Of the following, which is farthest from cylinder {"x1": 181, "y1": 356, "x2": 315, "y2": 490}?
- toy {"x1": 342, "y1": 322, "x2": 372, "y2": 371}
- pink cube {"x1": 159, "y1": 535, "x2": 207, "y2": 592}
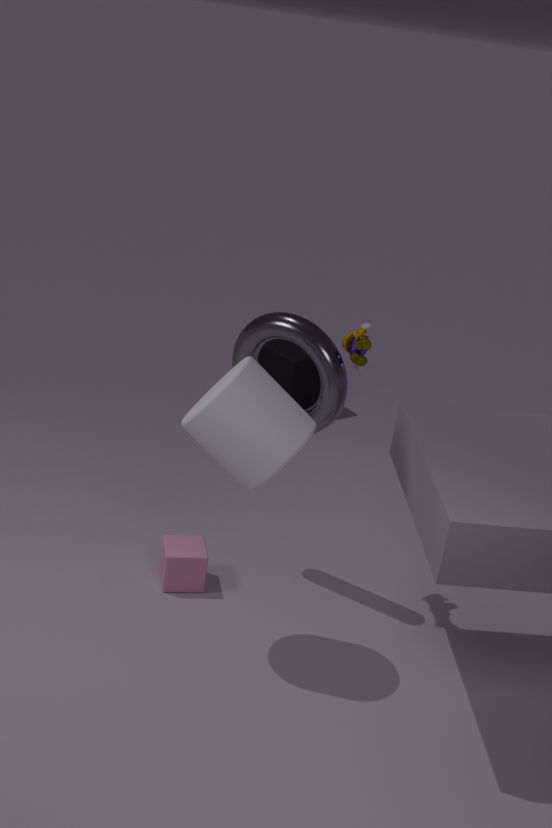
pink cube {"x1": 159, "y1": 535, "x2": 207, "y2": 592}
